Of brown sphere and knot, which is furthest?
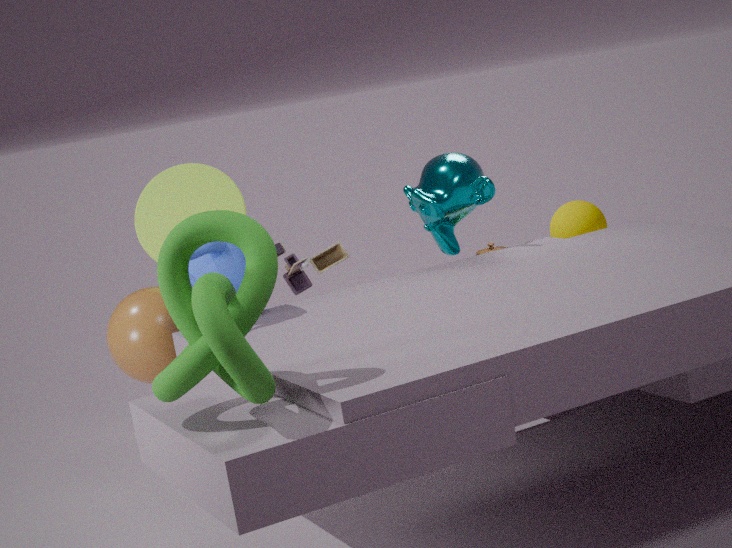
brown sphere
